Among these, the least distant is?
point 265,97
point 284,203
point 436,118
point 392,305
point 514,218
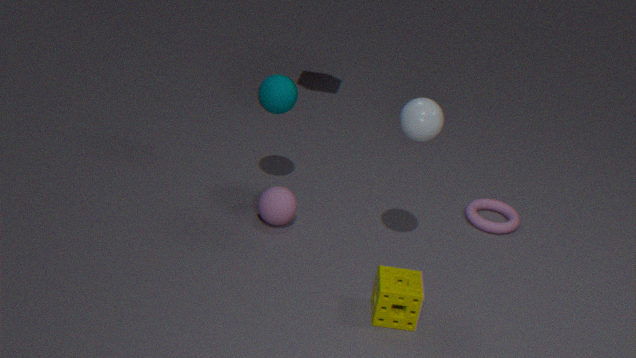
point 436,118
